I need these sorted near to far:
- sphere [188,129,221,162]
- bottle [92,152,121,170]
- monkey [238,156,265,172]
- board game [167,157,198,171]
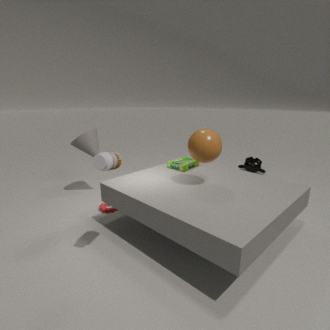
bottle [92,152,121,170]
sphere [188,129,221,162]
board game [167,157,198,171]
monkey [238,156,265,172]
